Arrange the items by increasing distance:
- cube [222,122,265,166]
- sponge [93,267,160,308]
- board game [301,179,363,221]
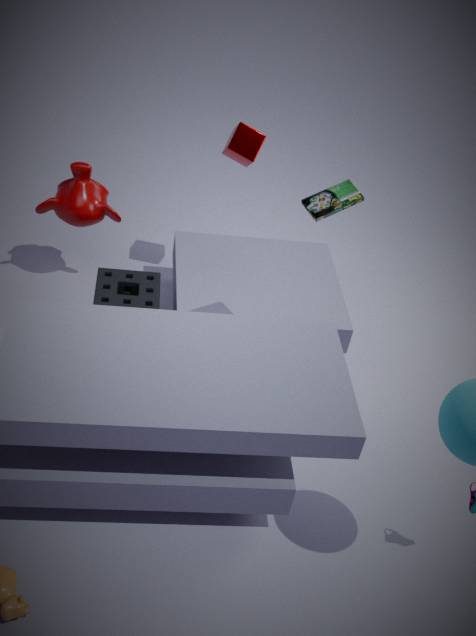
board game [301,179,363,221], sponge [93,267,160,308], cube [222,122,265,166]
